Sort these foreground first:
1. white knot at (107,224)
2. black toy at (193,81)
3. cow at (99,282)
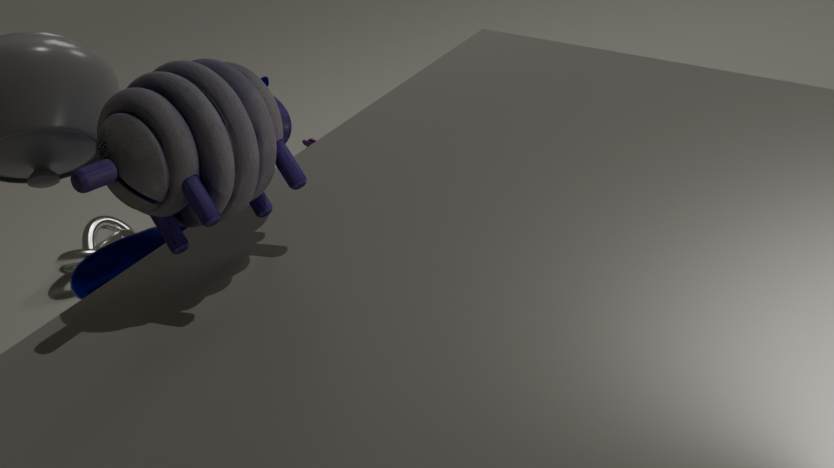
black toy at (193,81)
cow at (99,282)
white knot at (107,224)
